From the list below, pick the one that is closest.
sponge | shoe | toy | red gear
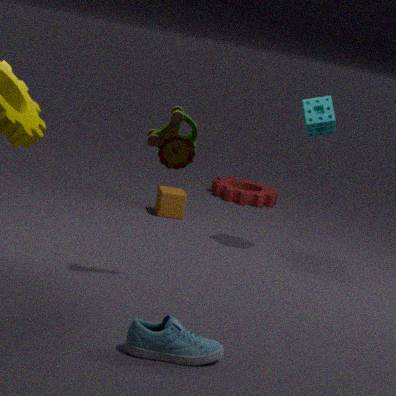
shoe
